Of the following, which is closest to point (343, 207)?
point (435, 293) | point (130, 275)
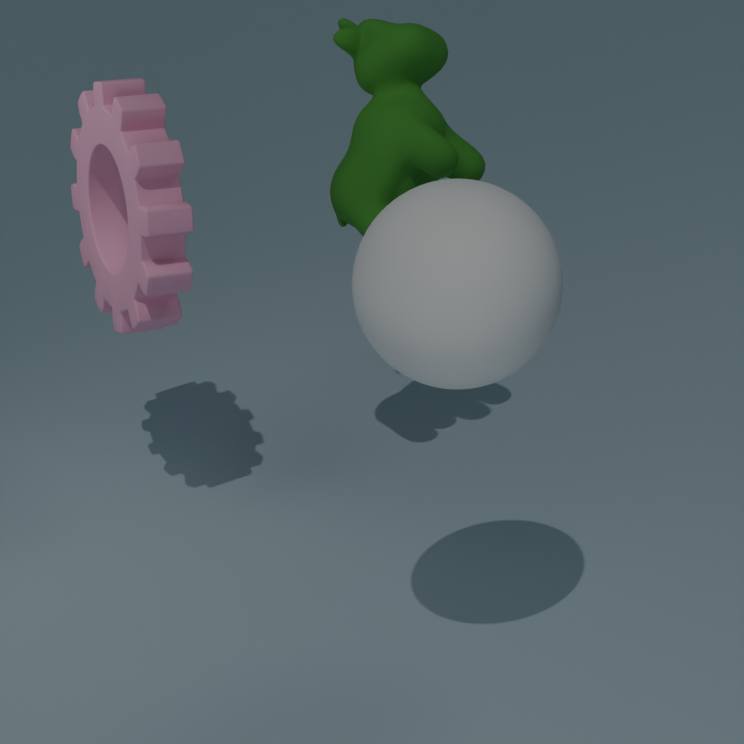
point (130, 275)
